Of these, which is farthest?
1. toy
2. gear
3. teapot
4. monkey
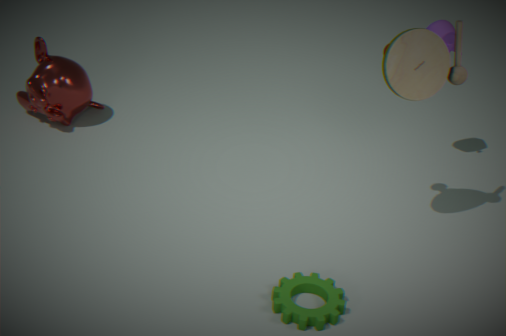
monkey
